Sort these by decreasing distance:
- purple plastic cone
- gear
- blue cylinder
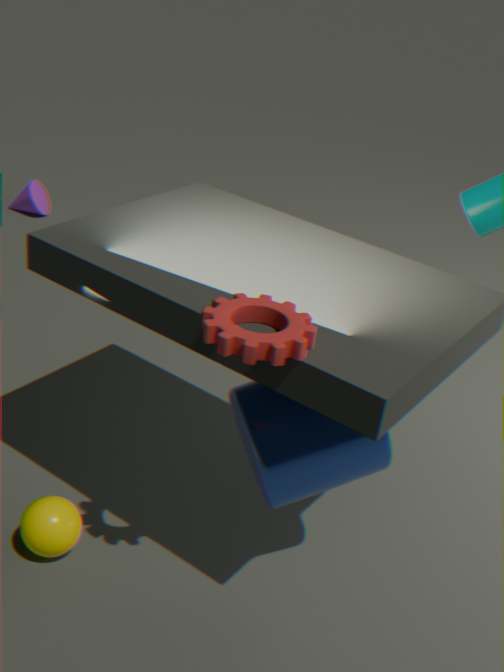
1. purple plastic cone
2. blue cylinder
3. gear
